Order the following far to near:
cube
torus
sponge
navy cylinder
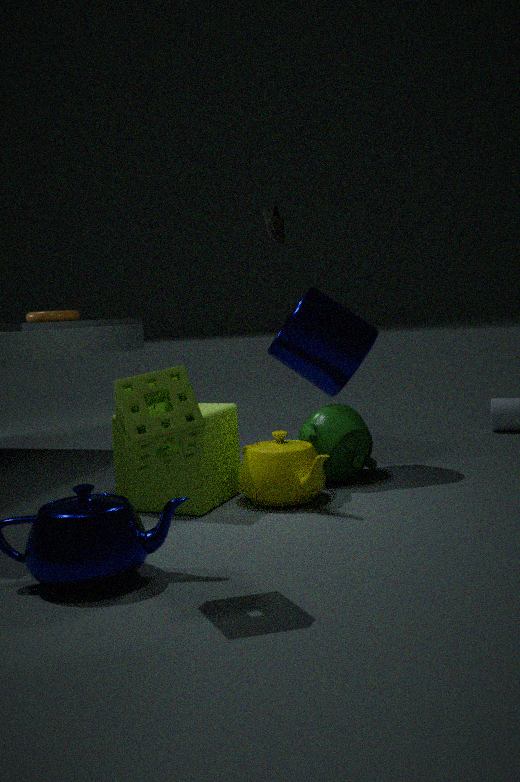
torus
navy cylinder
cube
sponge
